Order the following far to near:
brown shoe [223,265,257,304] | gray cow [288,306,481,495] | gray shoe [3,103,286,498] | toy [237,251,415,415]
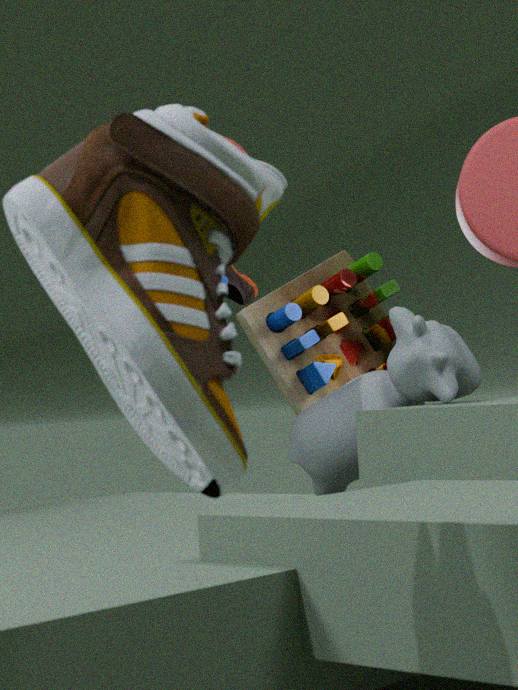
toy [237,251,415,415], brown shoe [223,265,257,304], gray cow [288,306,481,495], gray shoe [3,103,286,498]
